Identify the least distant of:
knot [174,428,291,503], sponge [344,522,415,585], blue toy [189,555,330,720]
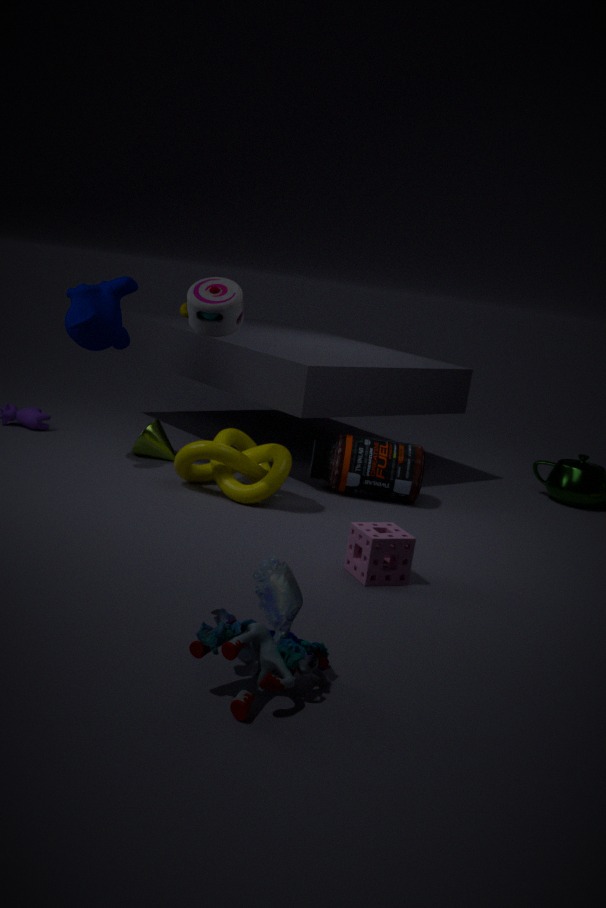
blue toy [189,555,330,720]
